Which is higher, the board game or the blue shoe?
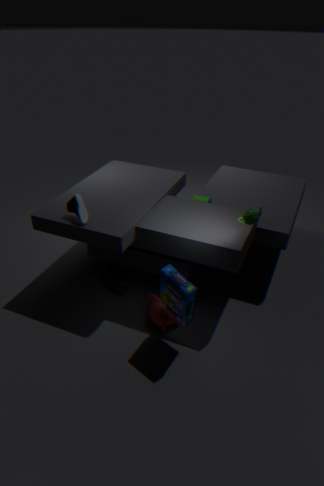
the blue shoe
